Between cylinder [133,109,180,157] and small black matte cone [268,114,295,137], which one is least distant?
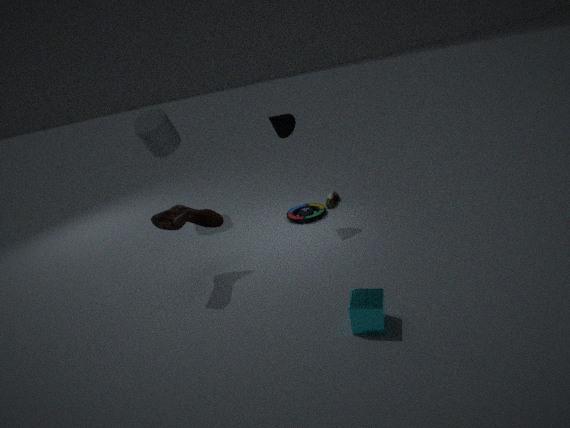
small black matte cone [268,114,295,137]
